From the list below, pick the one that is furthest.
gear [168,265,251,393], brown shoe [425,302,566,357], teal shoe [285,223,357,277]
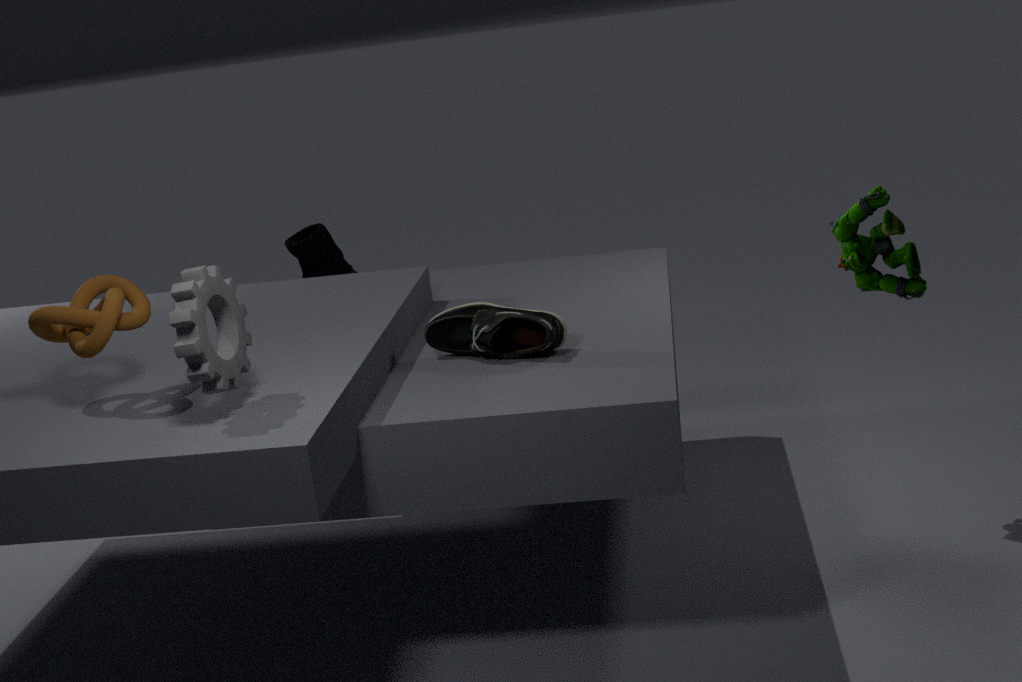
teal shoe [285,223,357,277]
